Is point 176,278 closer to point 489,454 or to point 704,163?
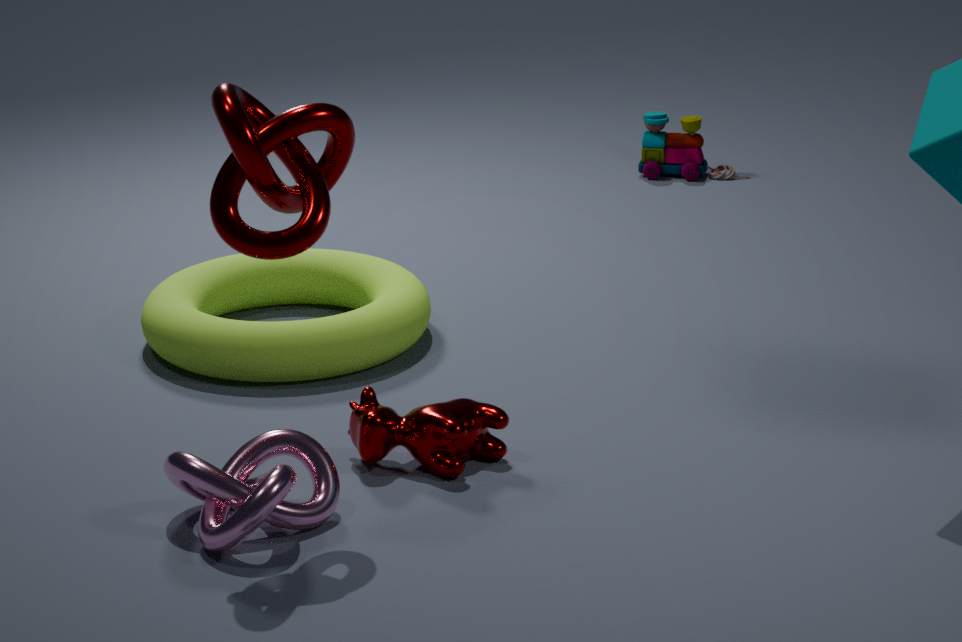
point 489,454
